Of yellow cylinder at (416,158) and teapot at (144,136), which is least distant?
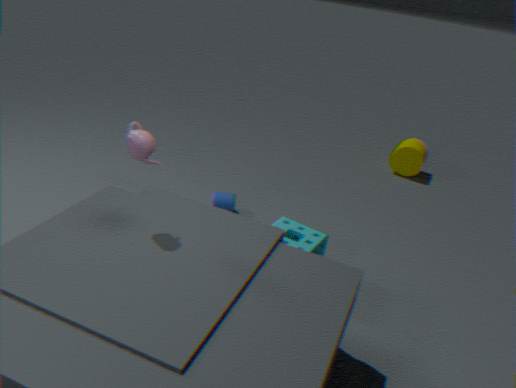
teapot at (144,136)
